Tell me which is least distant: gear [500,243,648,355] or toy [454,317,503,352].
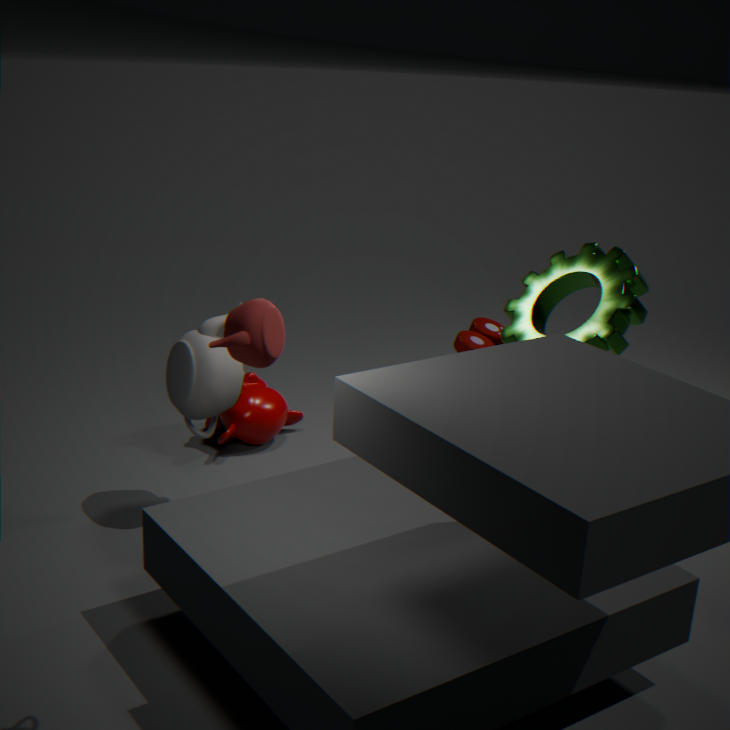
gear [500,243,648,355]
